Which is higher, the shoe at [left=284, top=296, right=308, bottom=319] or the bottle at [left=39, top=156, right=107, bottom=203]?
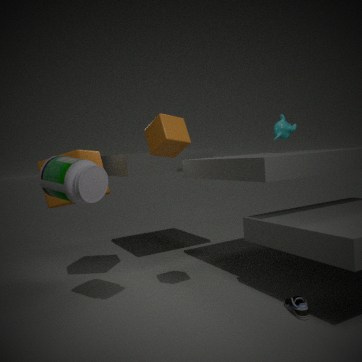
the bottle at [left=39, top=156, right=107, bottom=203]
